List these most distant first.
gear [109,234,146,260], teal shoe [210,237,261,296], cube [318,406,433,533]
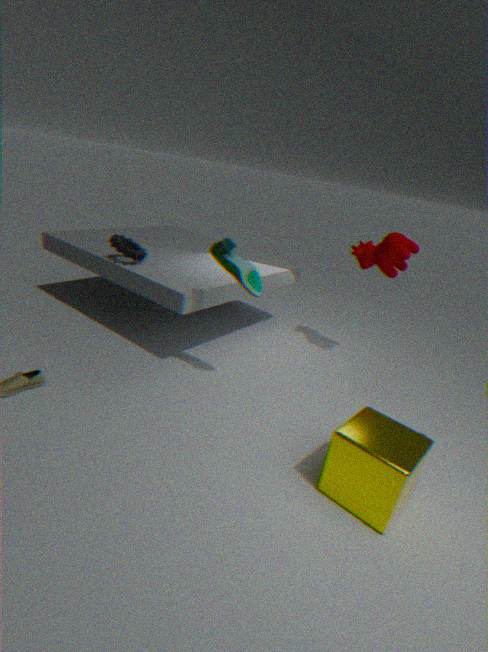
1. gear [109,234,146,260]
2. teal shoe [210,237,261,296]
3. cube [318,406,433,533]
